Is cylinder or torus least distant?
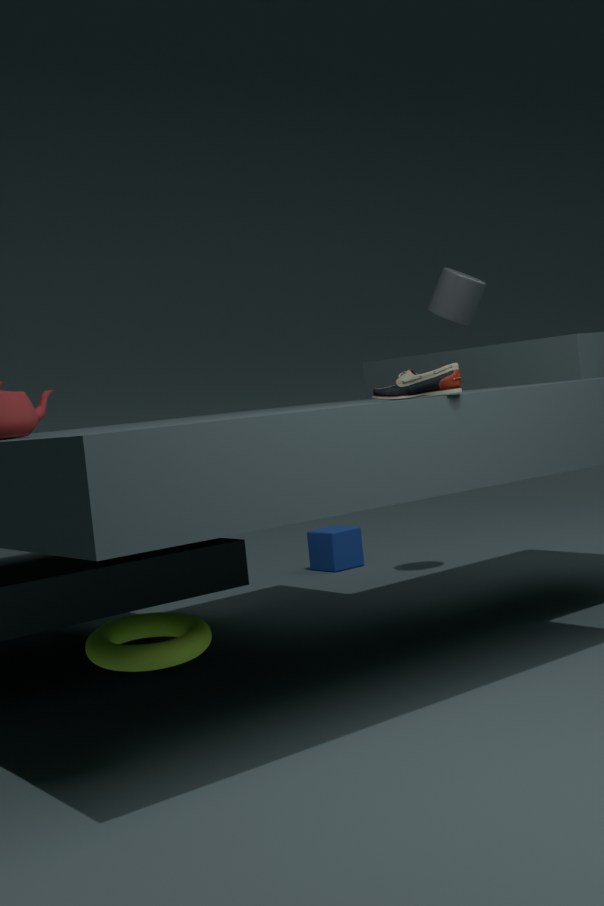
torus
